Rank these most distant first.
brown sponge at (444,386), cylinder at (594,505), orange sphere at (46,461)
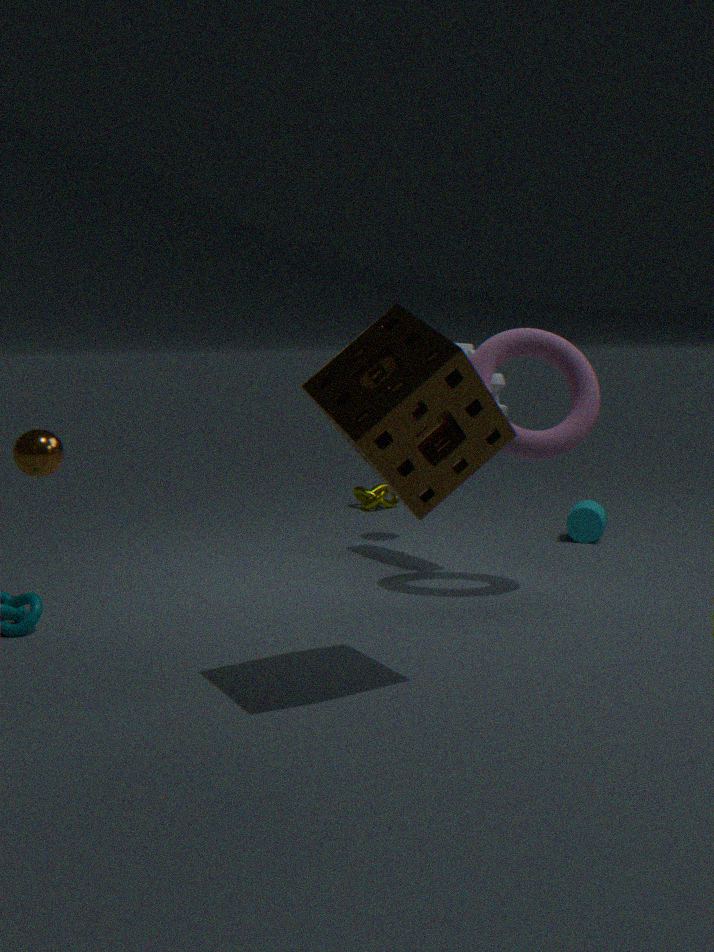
cylinder at (594,505) < orange sphere at (46,461) < brown sponge at (444,386)
